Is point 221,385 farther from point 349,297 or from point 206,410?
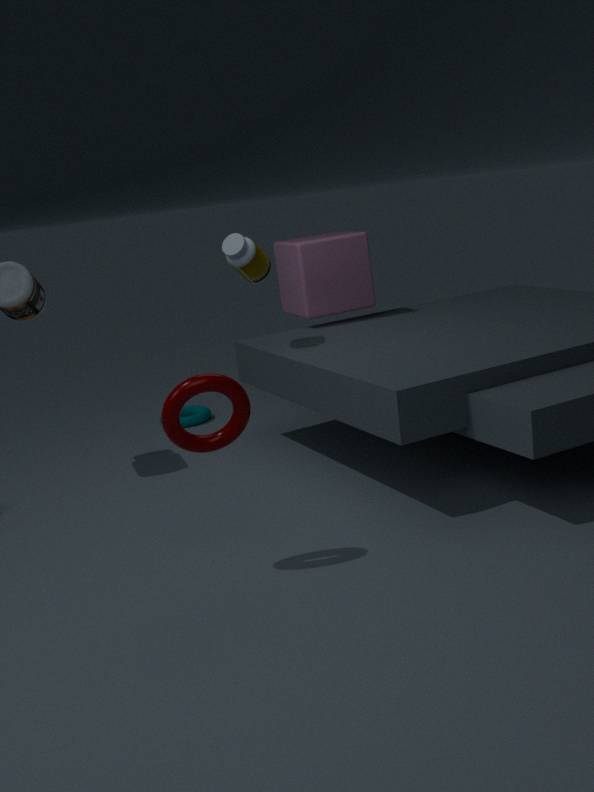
point 206,410
